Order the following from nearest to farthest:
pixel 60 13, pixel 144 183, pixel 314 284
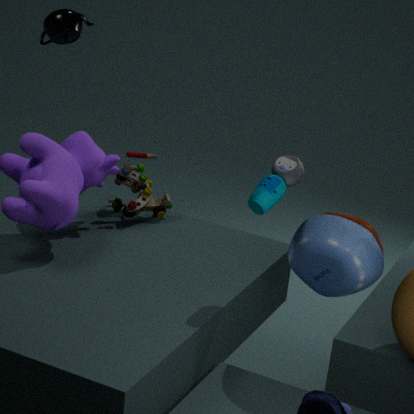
pixel 314 284 → pixel 144 183 → pixel 60 13
